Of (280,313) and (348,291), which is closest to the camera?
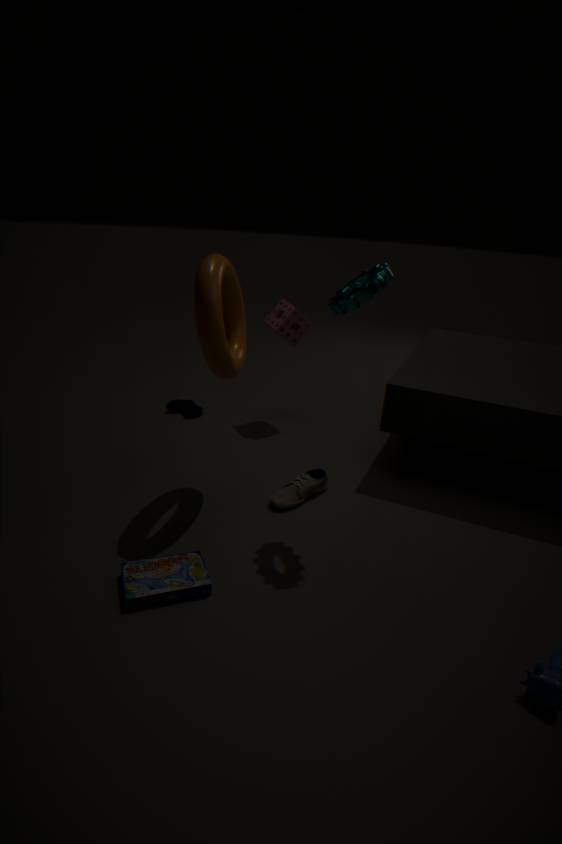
(348,291)
